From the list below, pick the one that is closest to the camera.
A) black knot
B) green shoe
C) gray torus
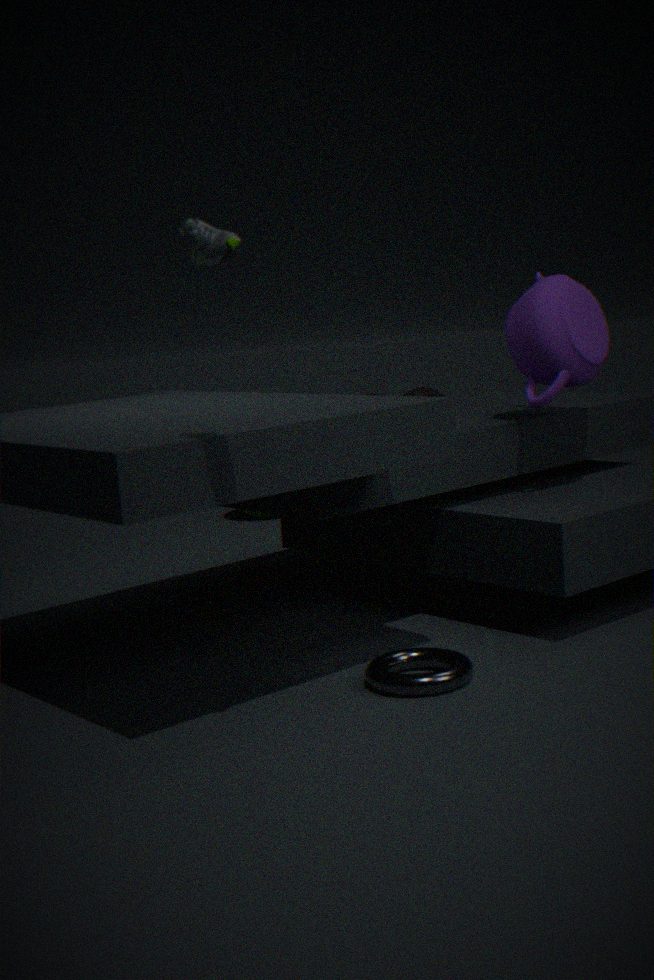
green shoe
